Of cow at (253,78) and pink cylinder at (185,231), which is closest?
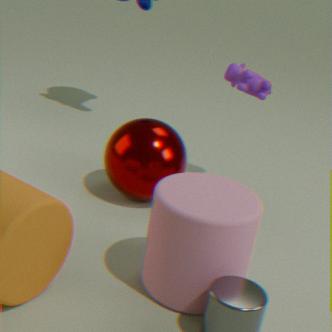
pink cylinder at (185,231)
